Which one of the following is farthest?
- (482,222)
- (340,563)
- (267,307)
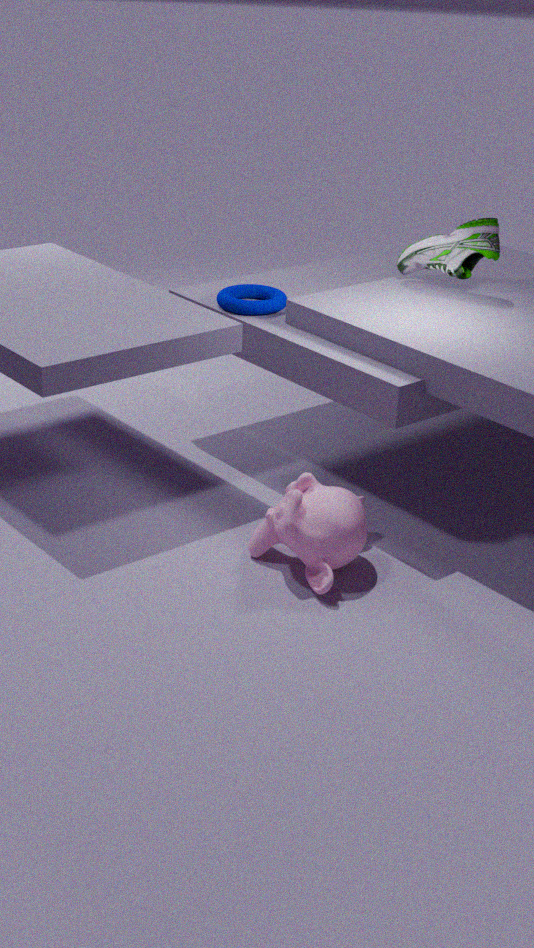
(267,307)
